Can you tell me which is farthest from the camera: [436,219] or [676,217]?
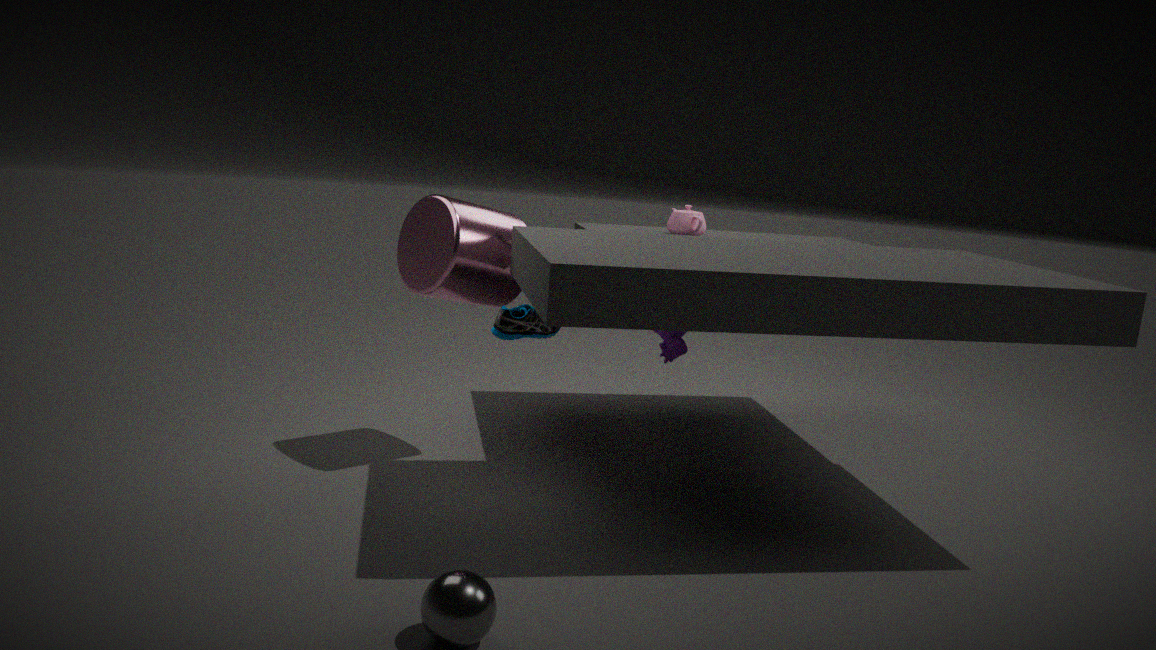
[676,217]
